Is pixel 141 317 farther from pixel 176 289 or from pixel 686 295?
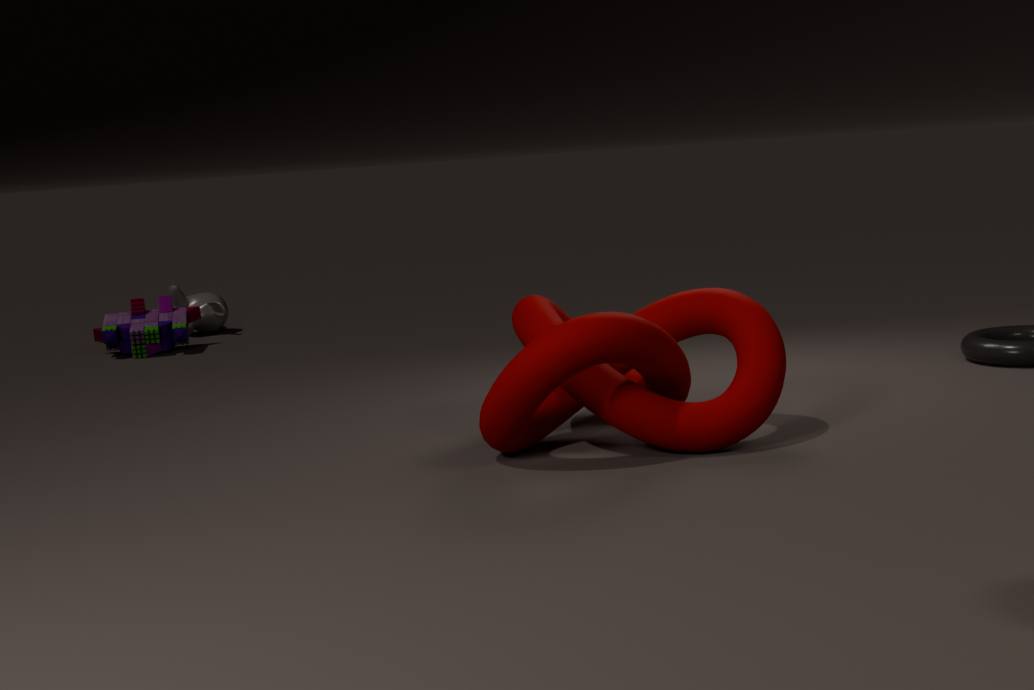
pixel 686 295
